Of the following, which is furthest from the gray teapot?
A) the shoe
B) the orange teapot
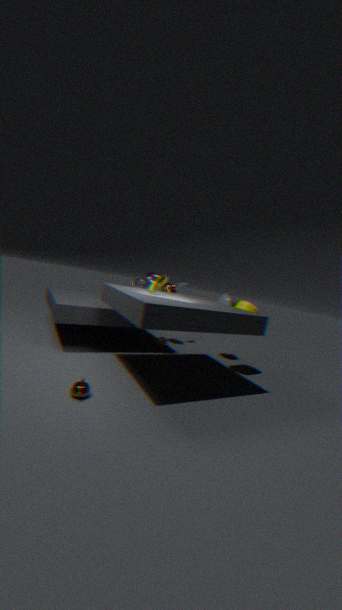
the shoe
